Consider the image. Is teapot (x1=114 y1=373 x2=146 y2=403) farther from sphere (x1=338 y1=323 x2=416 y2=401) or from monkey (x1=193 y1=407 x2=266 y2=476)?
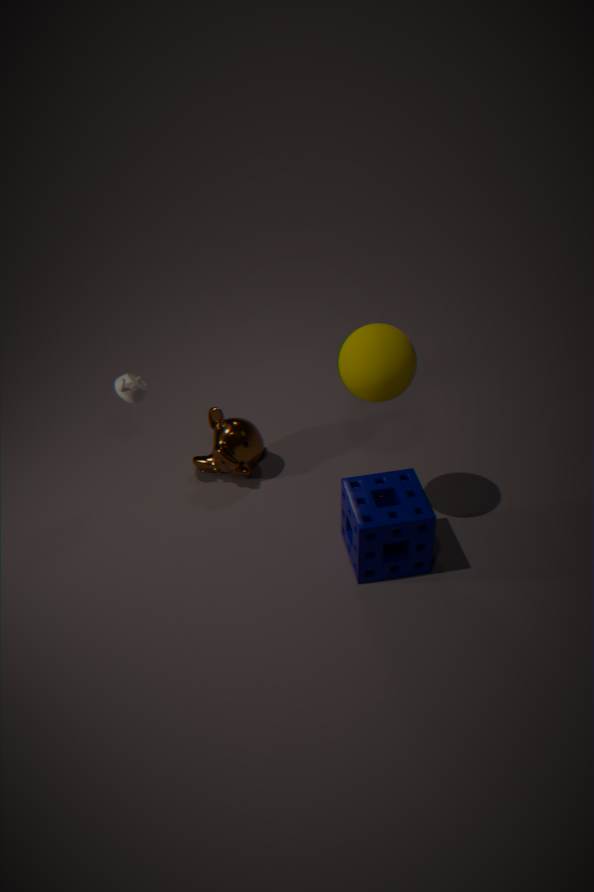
sphere (x1=338 y1=323 x2=416 y2=401)
